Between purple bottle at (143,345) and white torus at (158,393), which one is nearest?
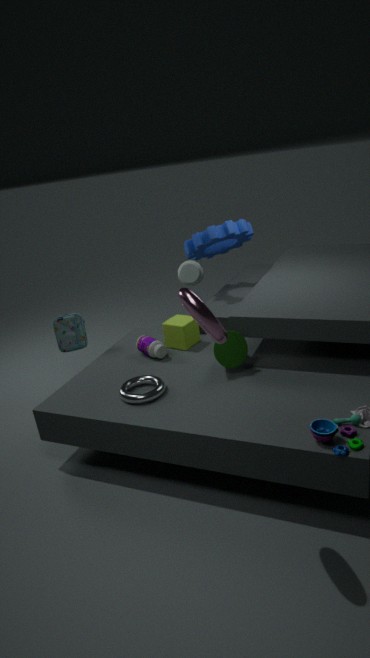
white torus at (158,393)
